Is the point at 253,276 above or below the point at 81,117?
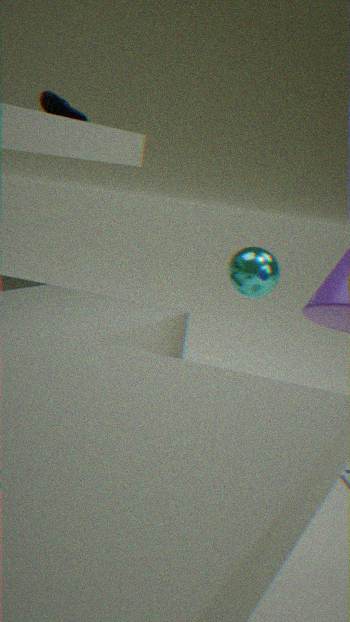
below
